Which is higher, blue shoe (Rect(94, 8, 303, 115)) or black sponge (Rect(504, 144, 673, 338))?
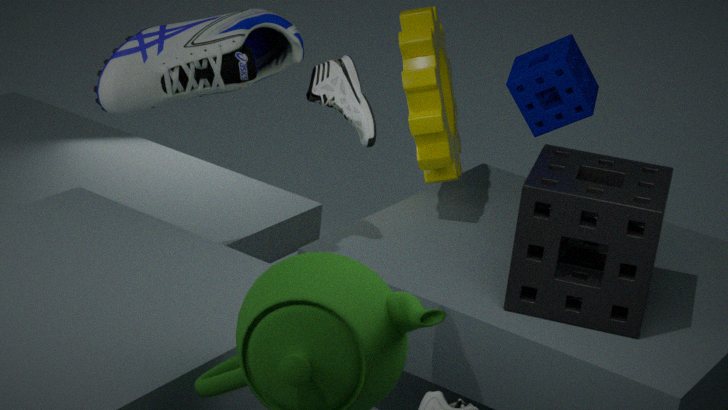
blue shoe (Rect(94, 8, 303, 115))
